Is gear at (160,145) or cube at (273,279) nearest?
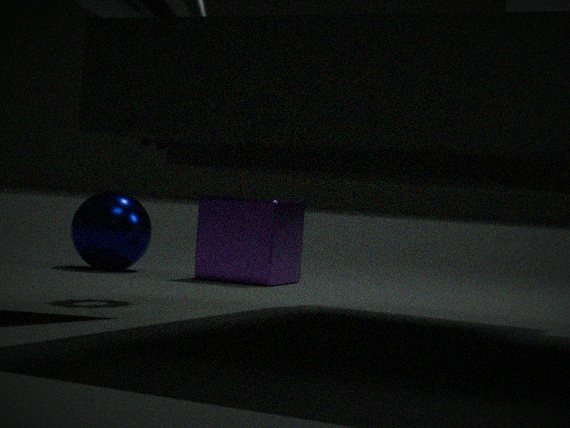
gear at (160,145)
